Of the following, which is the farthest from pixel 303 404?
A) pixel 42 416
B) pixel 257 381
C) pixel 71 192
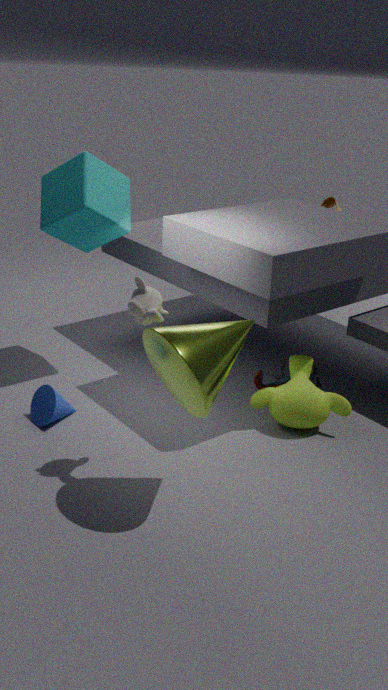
pixel 71 192
